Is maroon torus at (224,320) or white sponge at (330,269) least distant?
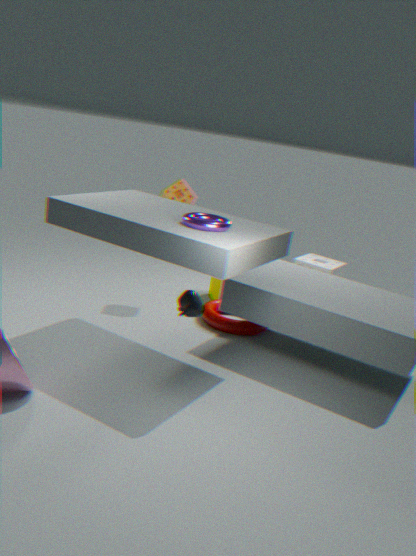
maroon torus at (224,320)
